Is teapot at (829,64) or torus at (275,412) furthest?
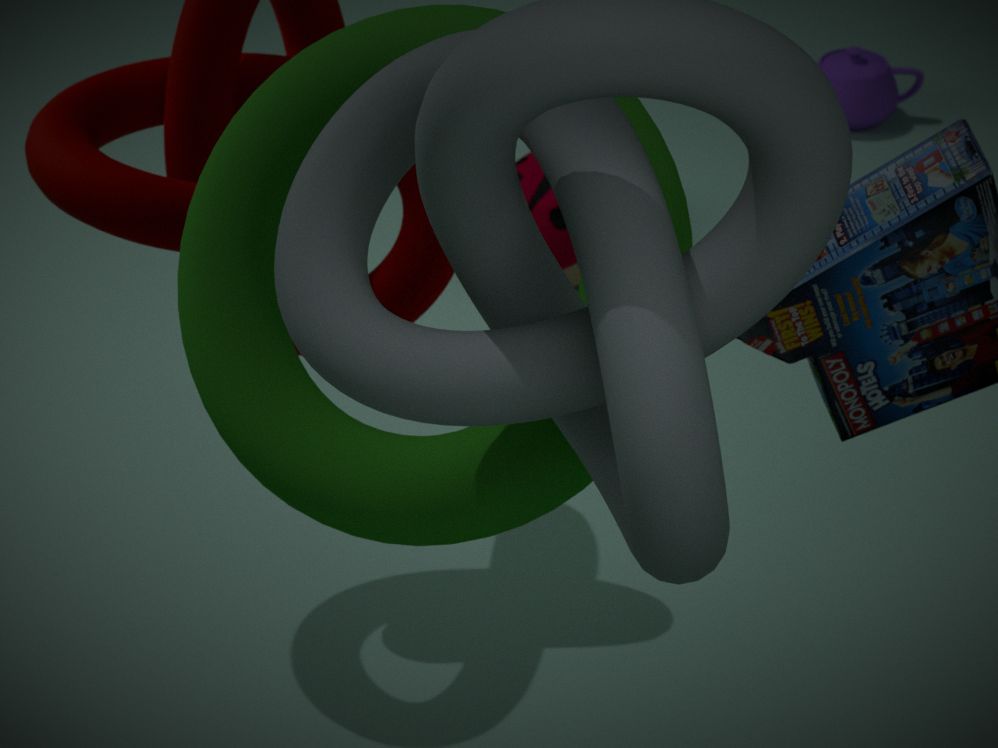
teapot at (829,64)
